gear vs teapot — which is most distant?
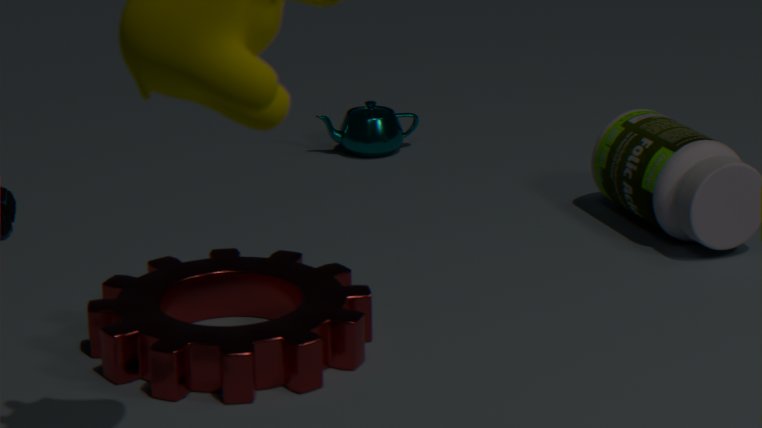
teapot
